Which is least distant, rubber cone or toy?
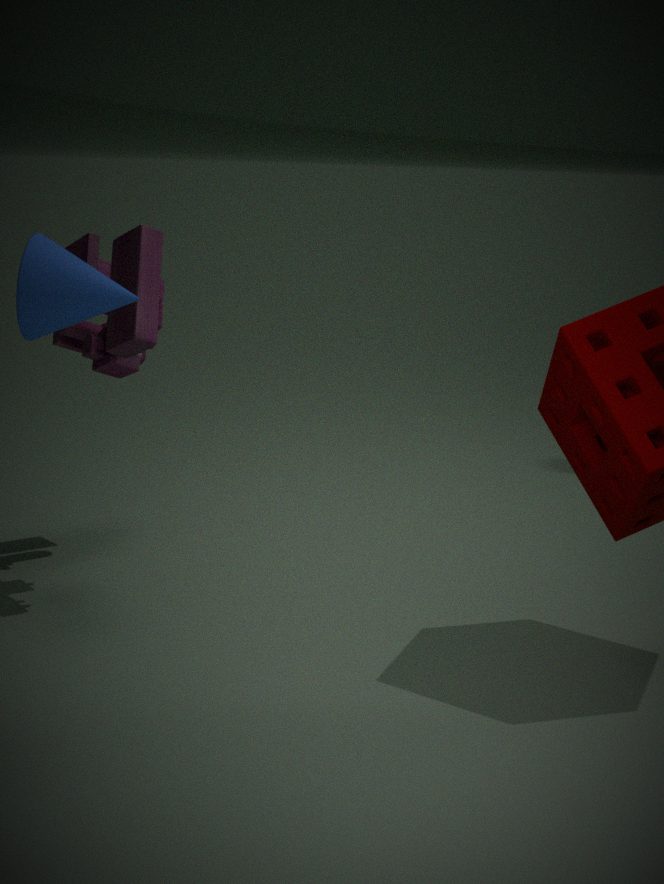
rubber cone
